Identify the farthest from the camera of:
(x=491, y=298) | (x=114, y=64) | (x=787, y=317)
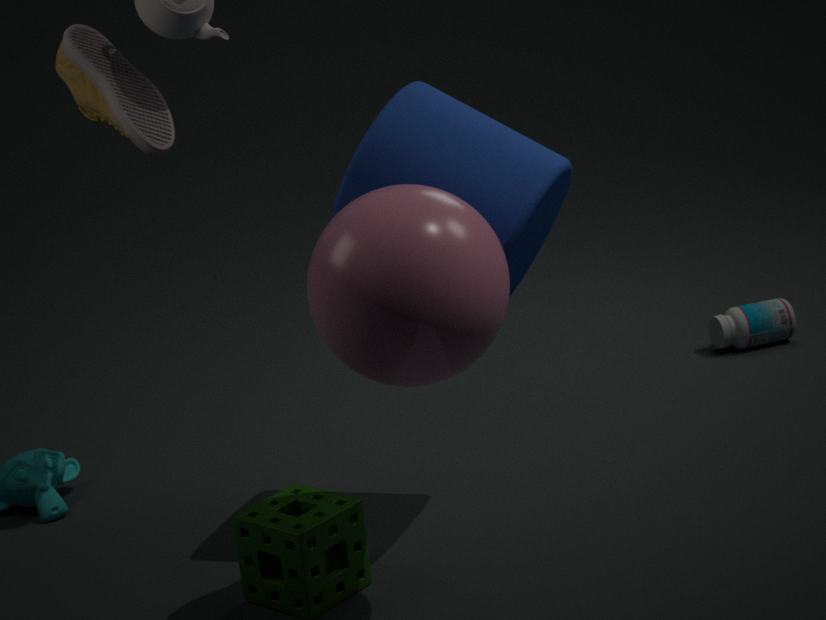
(x=787, y=317)
